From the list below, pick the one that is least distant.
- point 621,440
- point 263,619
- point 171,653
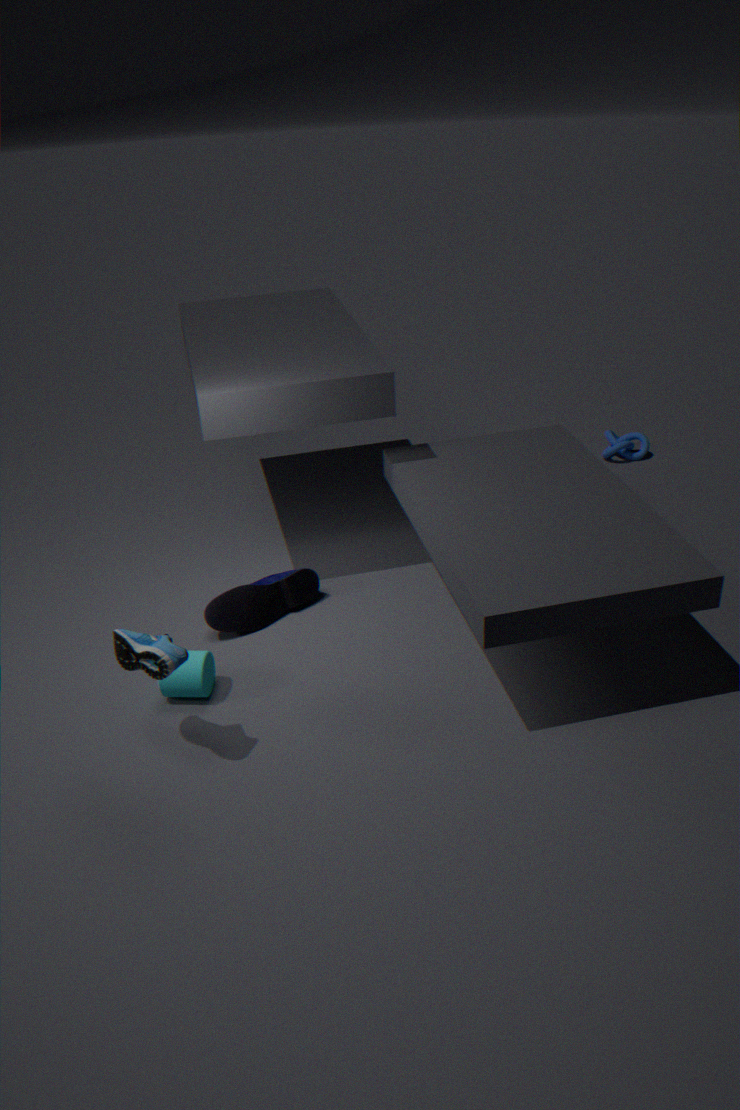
point 171,653
